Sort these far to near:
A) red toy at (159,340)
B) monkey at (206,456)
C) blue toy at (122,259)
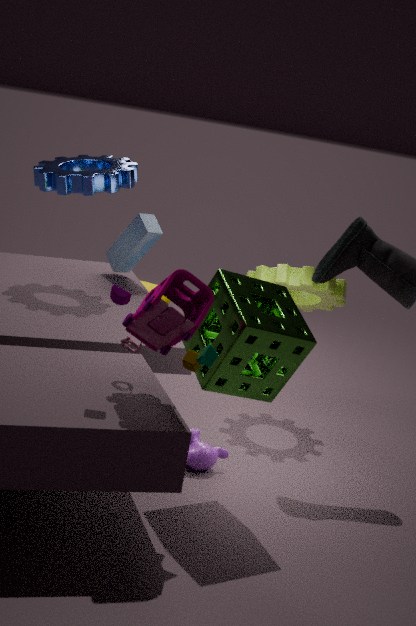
blue toy at (122,259)
monkey at (206,456)
red toy at (159,340)
